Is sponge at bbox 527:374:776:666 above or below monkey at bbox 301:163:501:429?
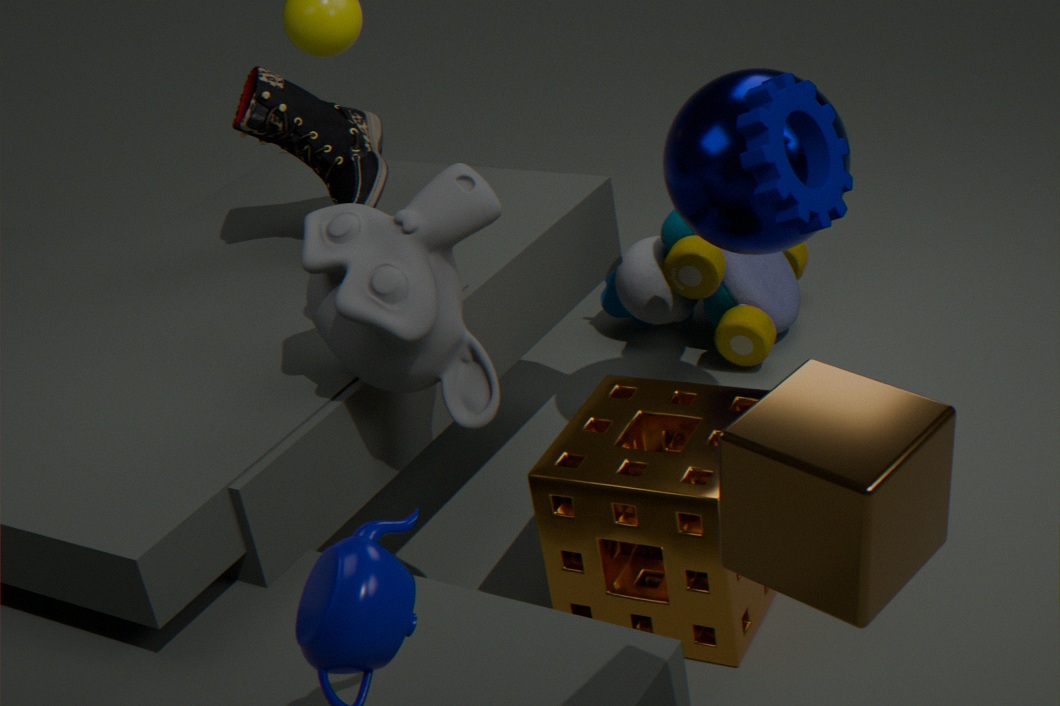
below
